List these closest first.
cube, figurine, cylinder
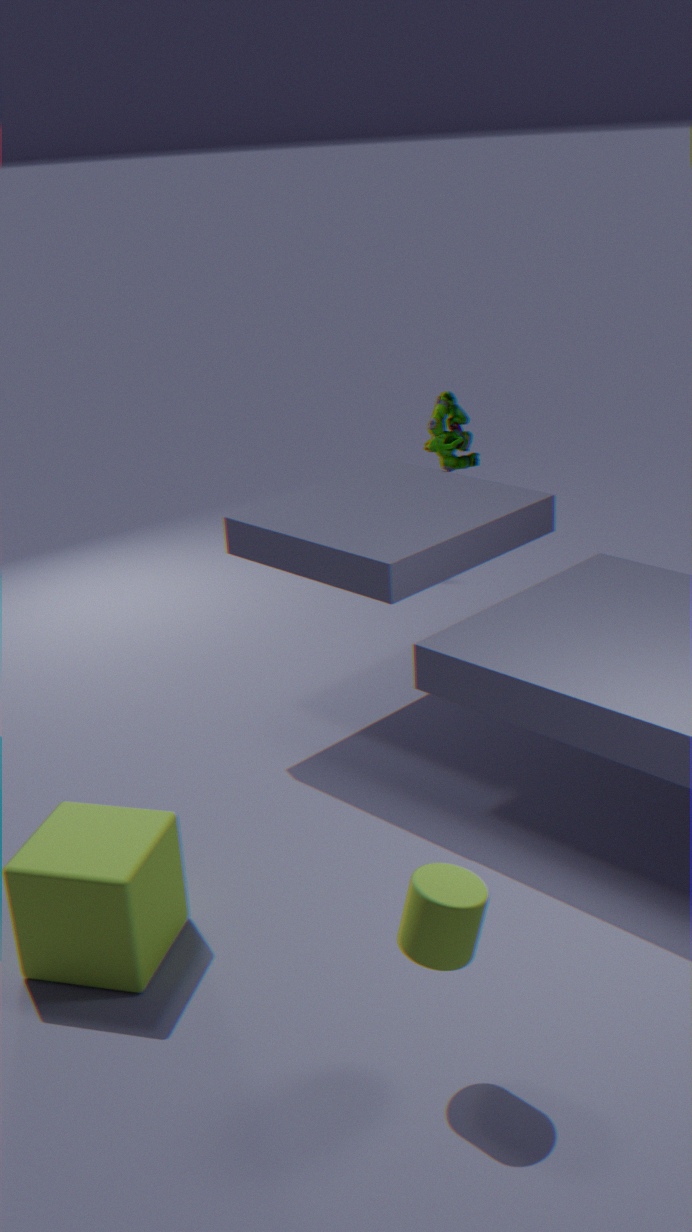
1. cylinder
2. cube
3. figurine
